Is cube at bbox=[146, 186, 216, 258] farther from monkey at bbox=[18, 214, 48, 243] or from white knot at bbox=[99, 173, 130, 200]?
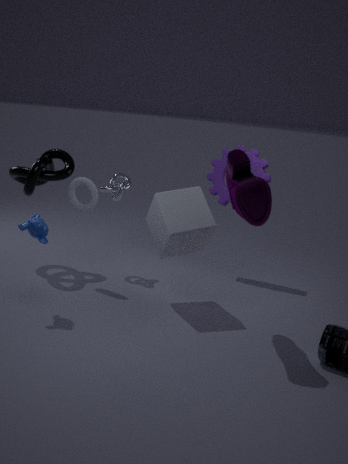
monkey at bbox=[18, 214, 48, 243]
